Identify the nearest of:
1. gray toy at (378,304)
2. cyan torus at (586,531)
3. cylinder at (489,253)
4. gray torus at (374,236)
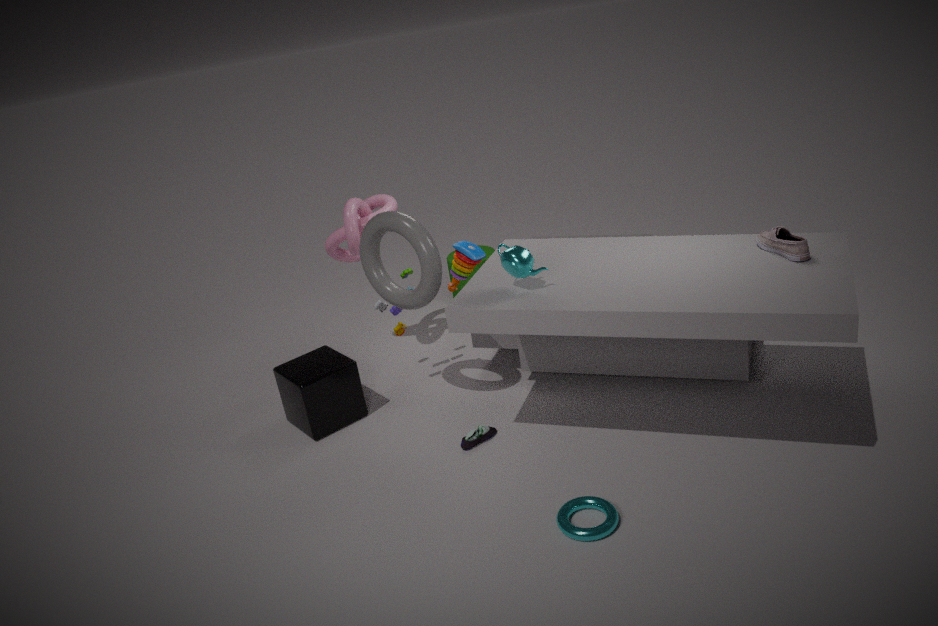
cyan torus at (586,531)
